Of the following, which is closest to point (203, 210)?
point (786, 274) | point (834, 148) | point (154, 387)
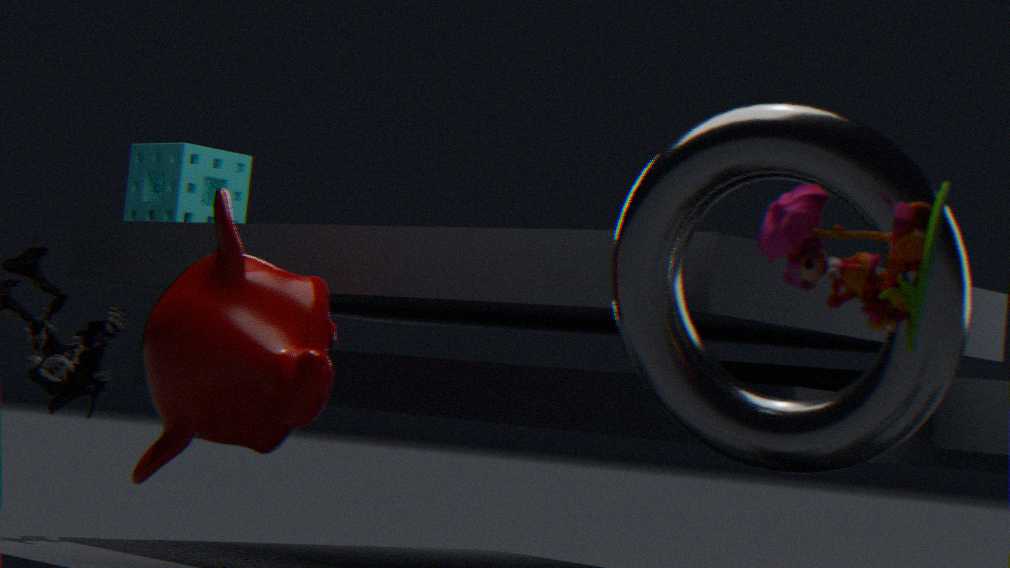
point (154, 387)
